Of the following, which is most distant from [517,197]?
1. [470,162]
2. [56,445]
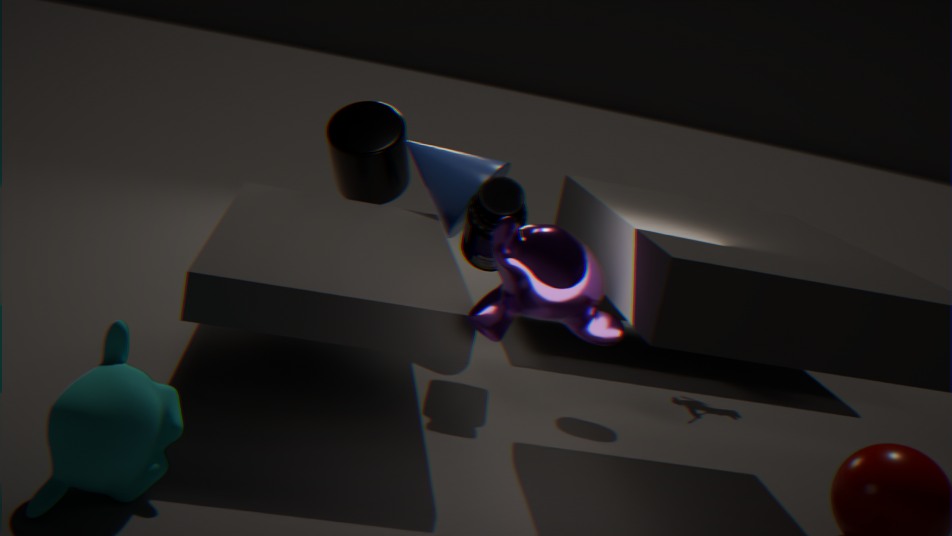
[56,445]
